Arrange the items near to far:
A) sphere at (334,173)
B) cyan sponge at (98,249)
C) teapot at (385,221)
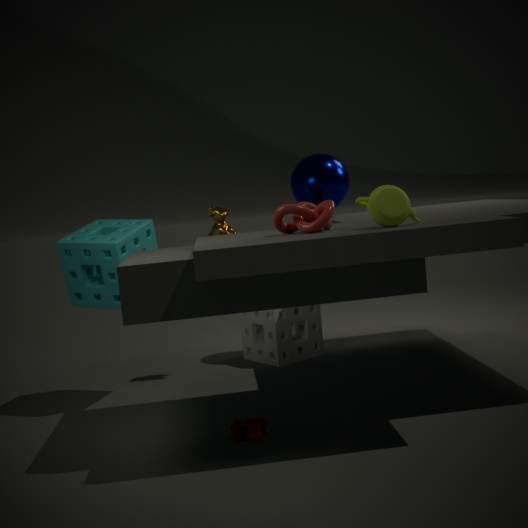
Result: teapot at (385,221) → cyan sponge at (98,249) → sphere at (334,173)
